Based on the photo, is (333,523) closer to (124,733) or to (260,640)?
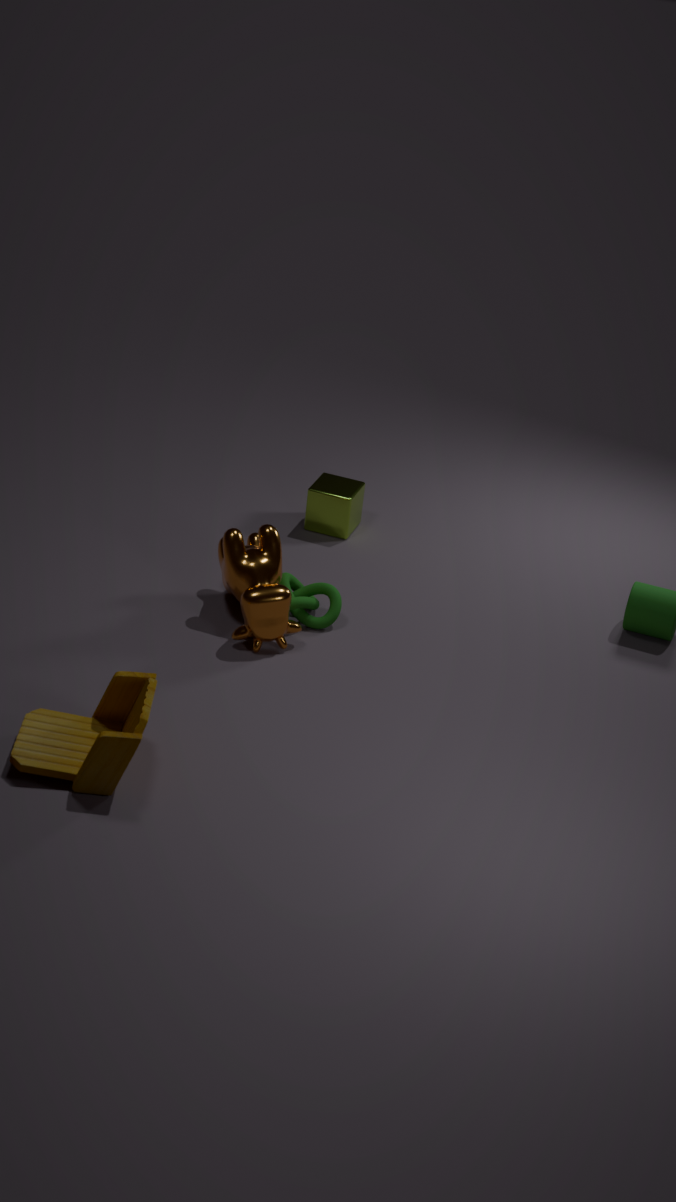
(260,640)
